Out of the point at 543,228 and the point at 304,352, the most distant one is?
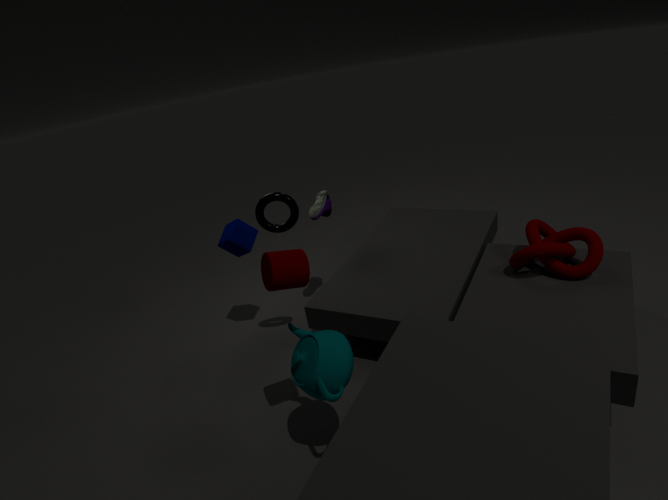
the point at 543,228
